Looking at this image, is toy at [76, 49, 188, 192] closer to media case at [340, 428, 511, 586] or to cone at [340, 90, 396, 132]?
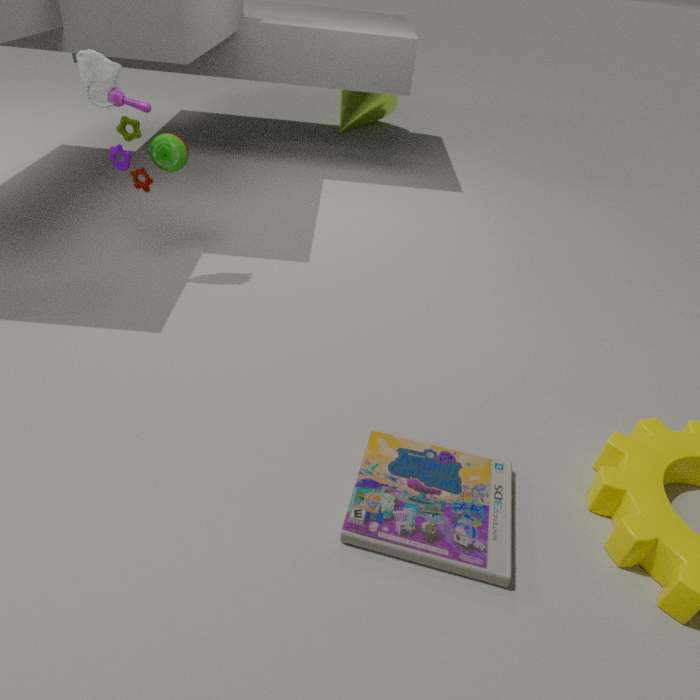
media case at [340, 428, 511, 586]
